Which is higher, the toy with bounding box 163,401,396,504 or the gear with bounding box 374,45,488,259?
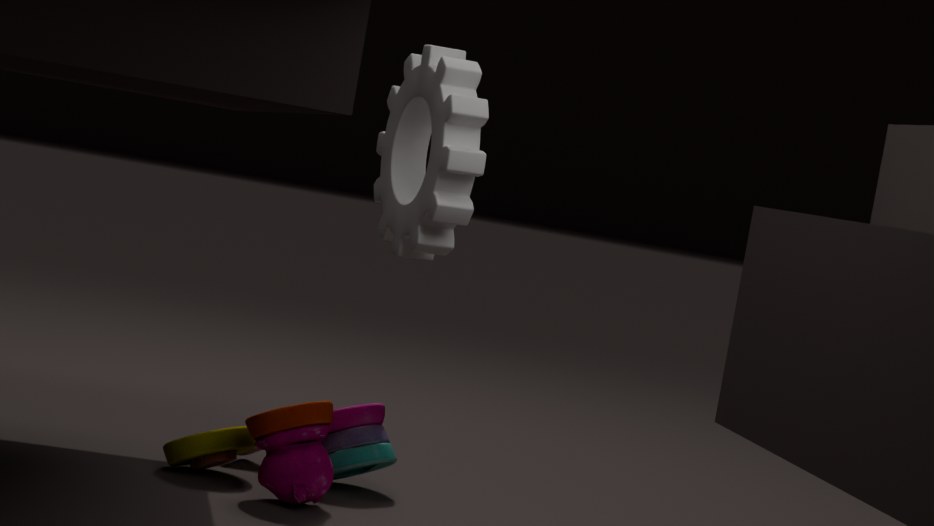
the gear with bounding box 374,45,488,259
